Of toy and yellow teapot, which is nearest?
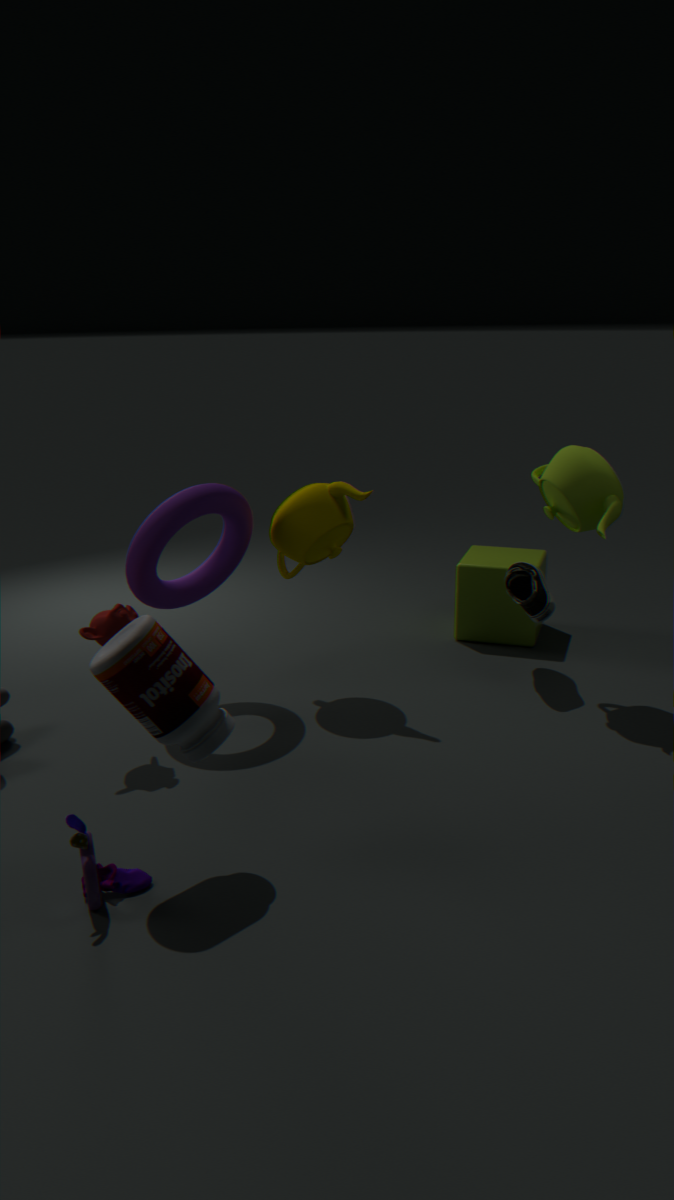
toy
